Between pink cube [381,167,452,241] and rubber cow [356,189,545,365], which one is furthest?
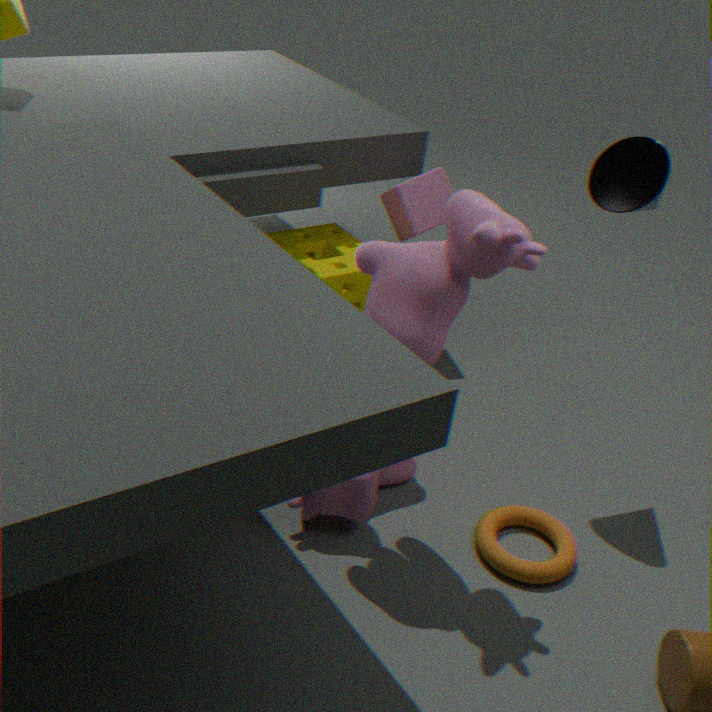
pink cube [381,167,452,241]
